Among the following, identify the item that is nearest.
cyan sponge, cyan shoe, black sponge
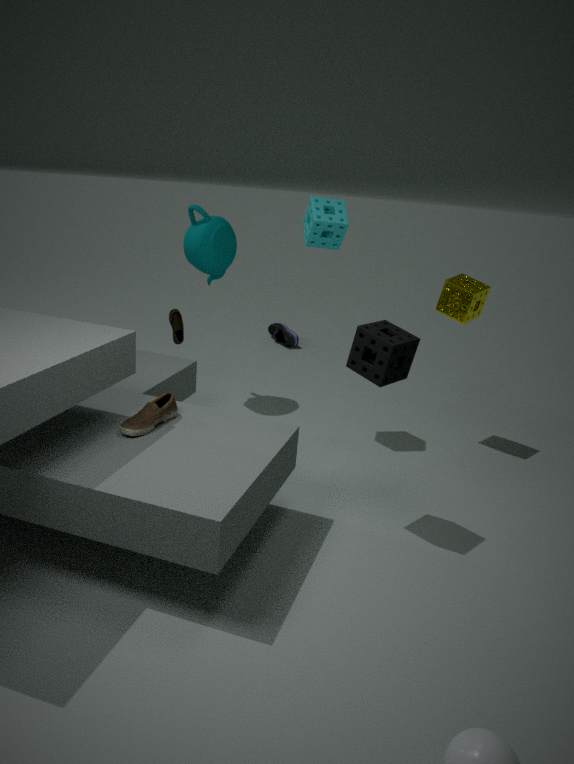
black sponge
